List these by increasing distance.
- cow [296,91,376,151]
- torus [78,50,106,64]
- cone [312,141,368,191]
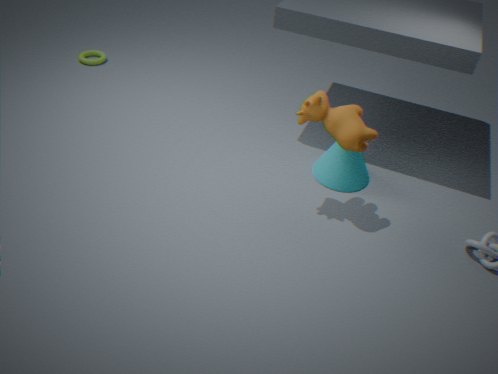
cow [296,91,376,151], cone [312,141,368,191], torus [78,50,106,64]
